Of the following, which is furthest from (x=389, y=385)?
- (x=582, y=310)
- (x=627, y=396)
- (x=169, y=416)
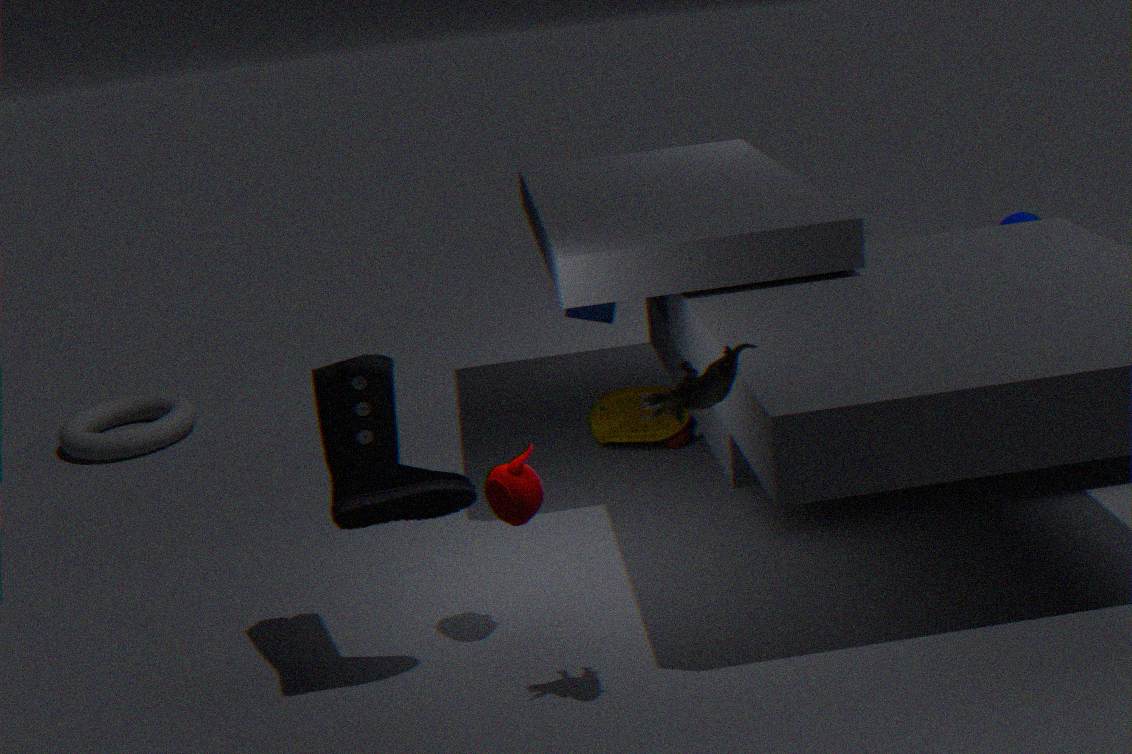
(x=169, y=416)
